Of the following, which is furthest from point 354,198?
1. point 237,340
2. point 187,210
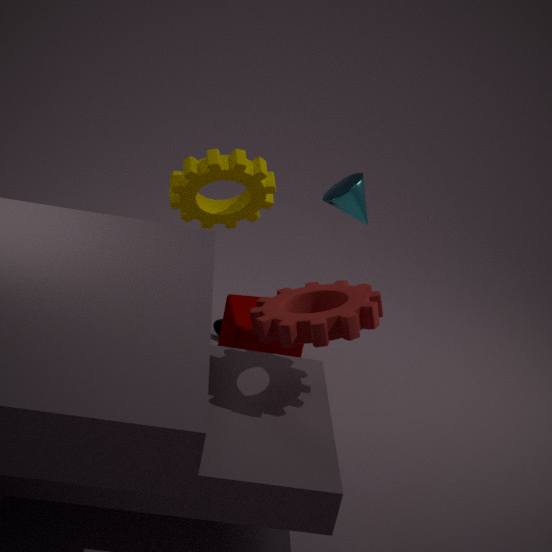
point 237,340
